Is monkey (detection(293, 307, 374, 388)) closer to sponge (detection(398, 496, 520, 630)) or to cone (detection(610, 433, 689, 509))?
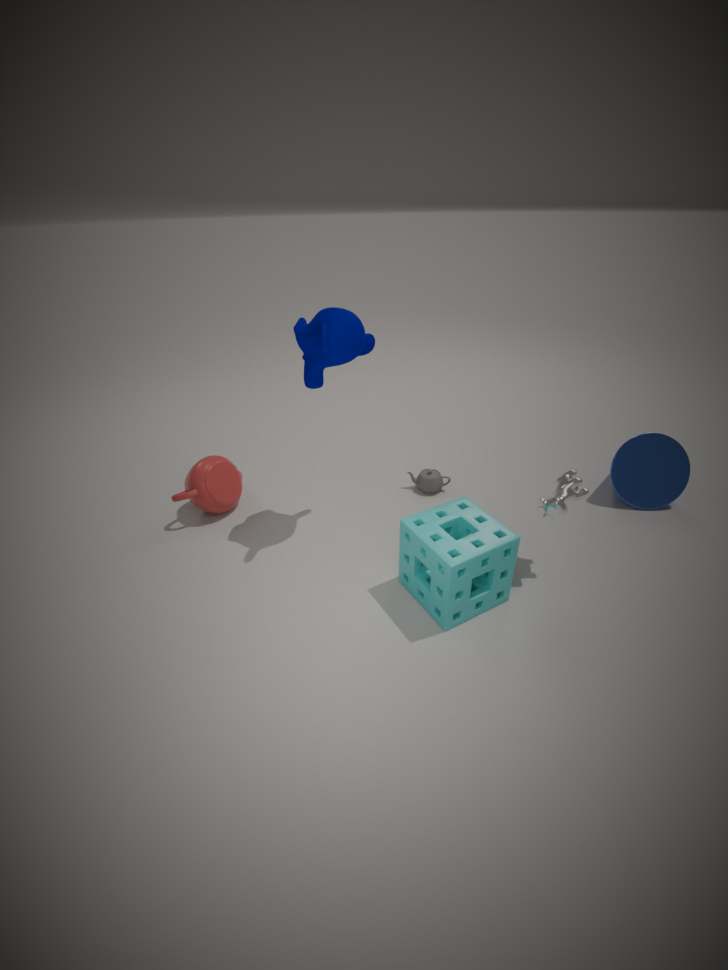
sponge (detection(398, 496, 520, 630))
